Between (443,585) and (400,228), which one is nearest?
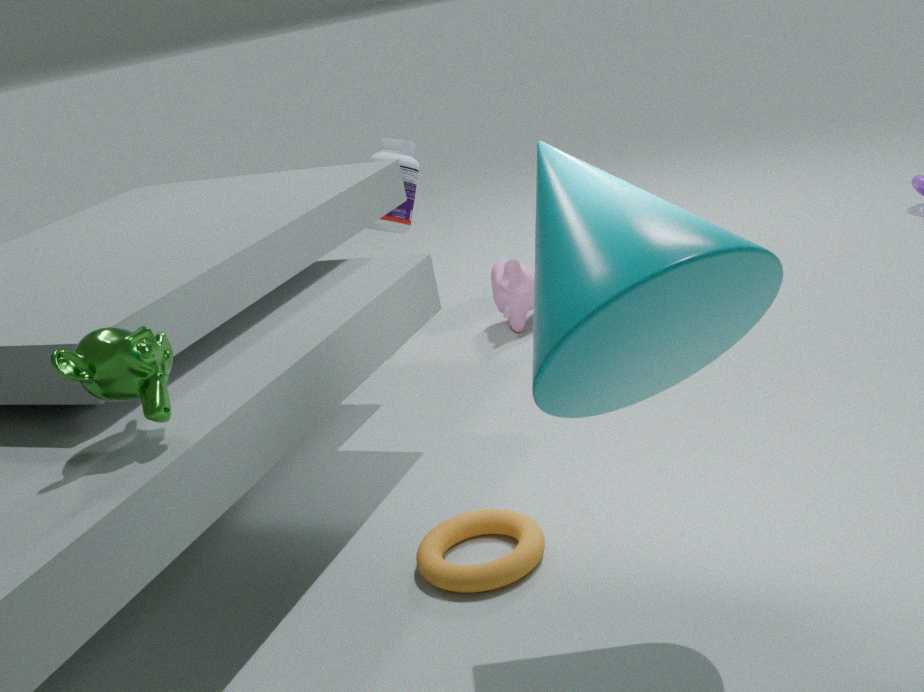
(443,585)
